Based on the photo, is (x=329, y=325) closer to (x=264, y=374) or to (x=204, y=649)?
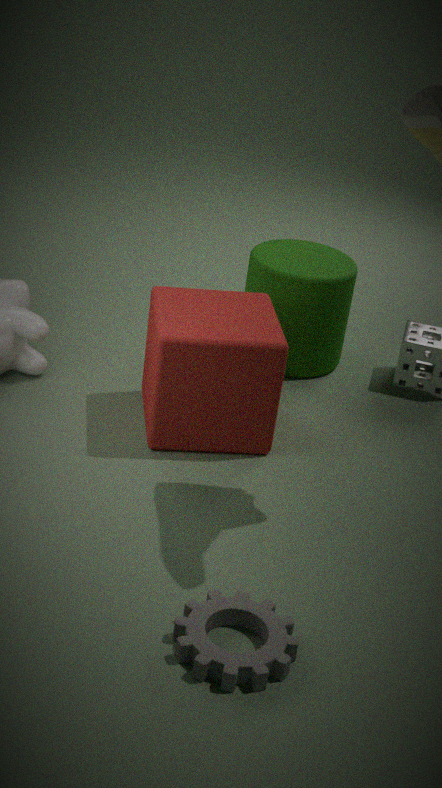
(x=264, y=374)
